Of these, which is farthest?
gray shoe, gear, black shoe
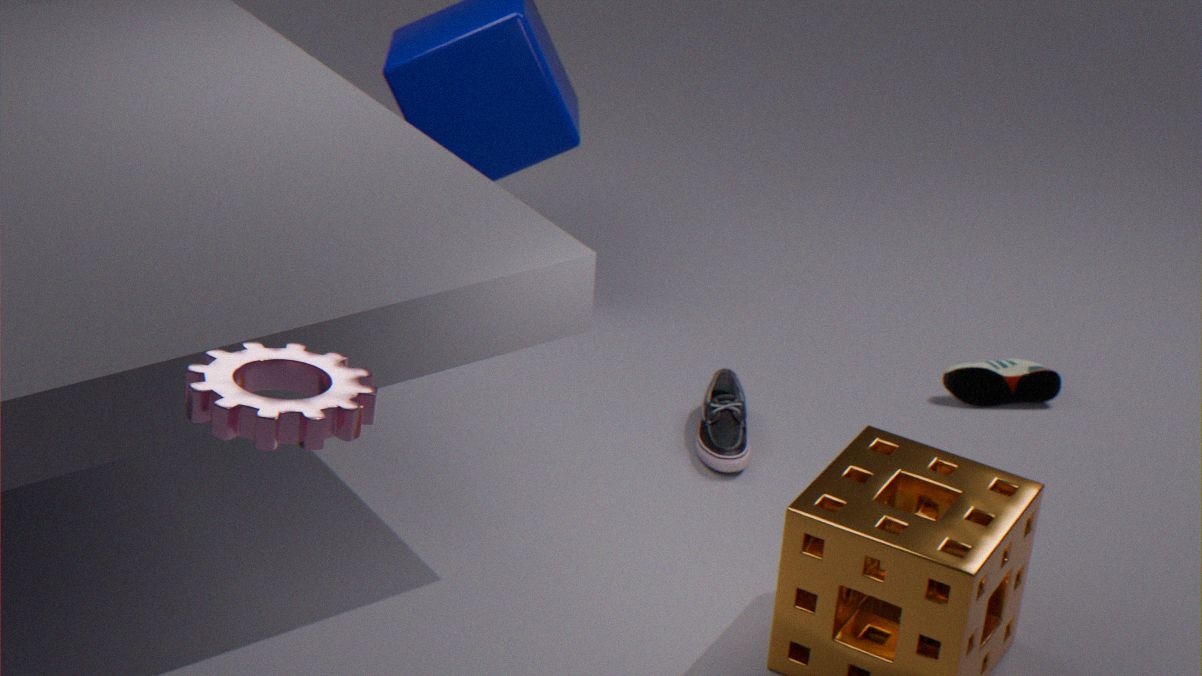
black shoe
